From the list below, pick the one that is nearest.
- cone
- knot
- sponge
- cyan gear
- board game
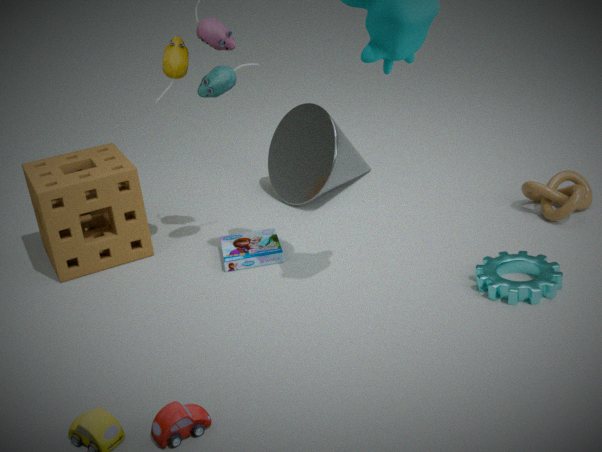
cyan gear
